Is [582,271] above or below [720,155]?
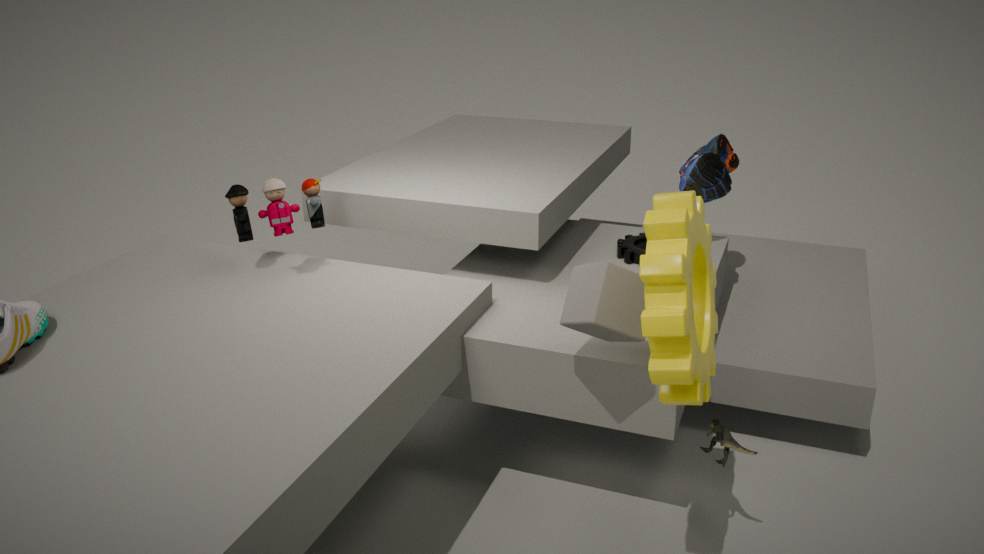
below
